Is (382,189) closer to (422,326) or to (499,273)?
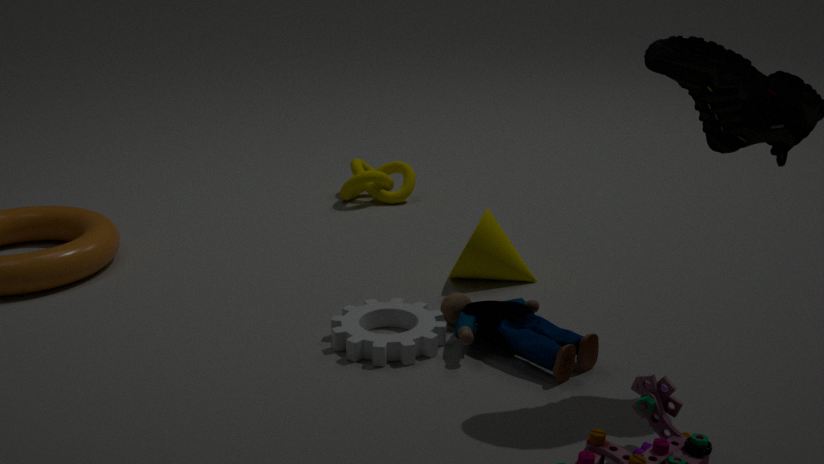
(499,273)
